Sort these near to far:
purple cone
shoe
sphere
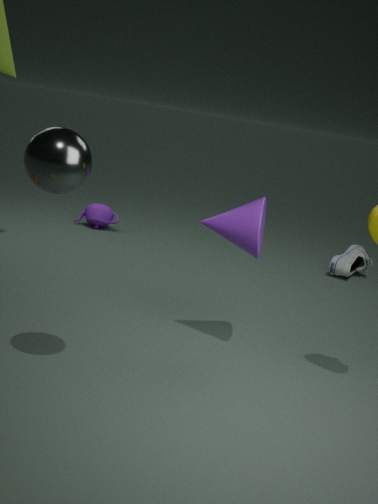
sphere, purple cone, shoe
